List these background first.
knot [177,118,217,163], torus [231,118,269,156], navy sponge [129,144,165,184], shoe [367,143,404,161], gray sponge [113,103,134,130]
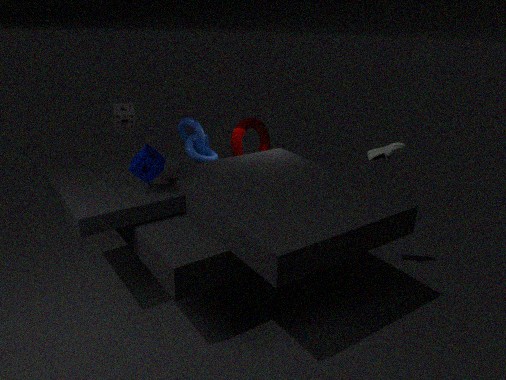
torus [231,118,269,156], knot [177,118,217,163], gray sponge [113,103,134,130], shoe [367,143,404,161], navy sponge [129,144,165,184]
